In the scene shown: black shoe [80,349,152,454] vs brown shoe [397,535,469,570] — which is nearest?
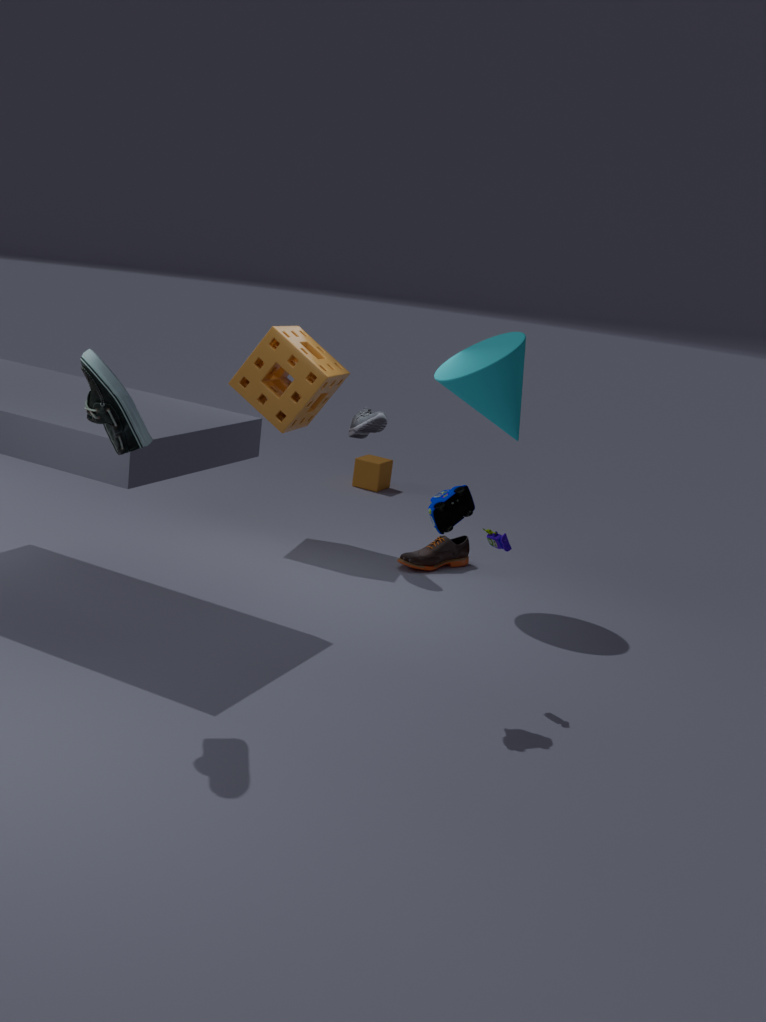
black shoe [80,349,152,454]
